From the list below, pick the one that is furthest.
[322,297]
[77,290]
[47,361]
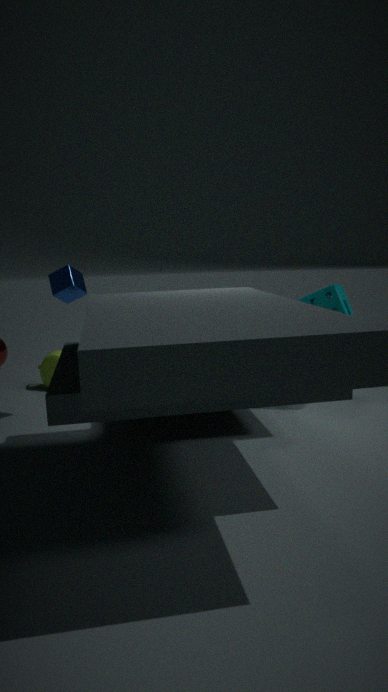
[47,361]
